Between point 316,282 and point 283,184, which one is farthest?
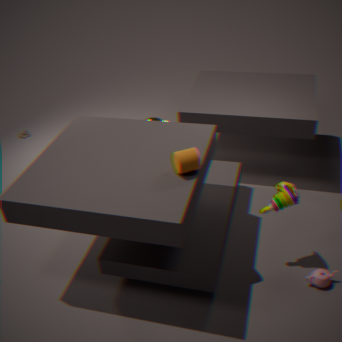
point 283,184
